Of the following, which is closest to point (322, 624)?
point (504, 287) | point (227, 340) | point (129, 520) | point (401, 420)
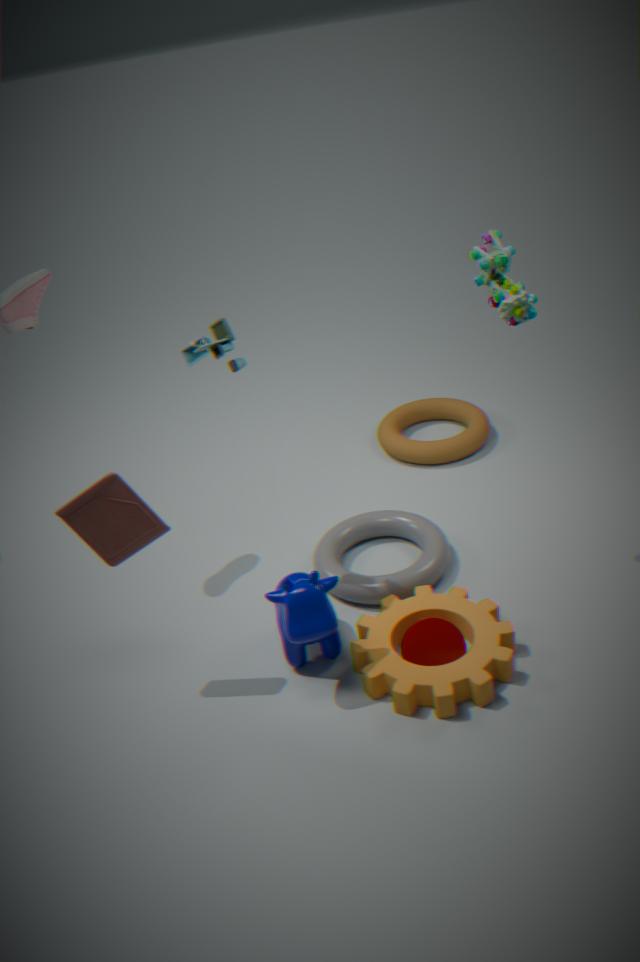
point (129, 520)
